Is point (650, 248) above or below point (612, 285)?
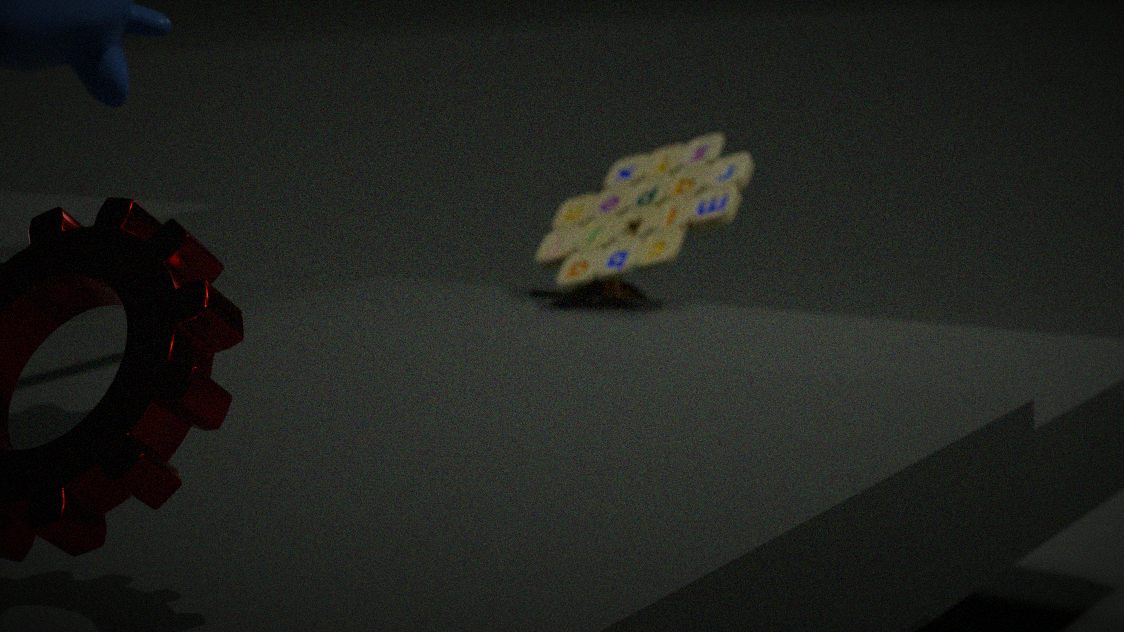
above
